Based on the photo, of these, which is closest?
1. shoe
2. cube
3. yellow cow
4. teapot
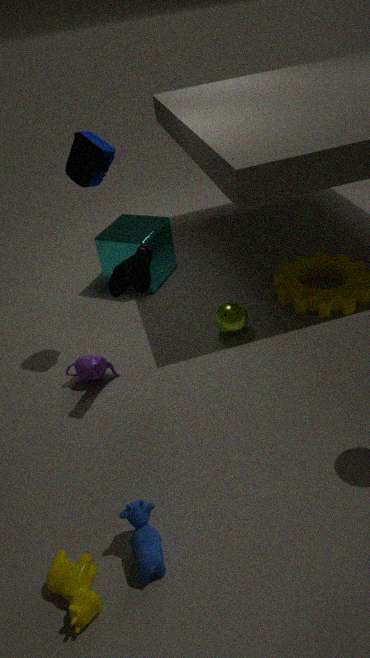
yellow cow
